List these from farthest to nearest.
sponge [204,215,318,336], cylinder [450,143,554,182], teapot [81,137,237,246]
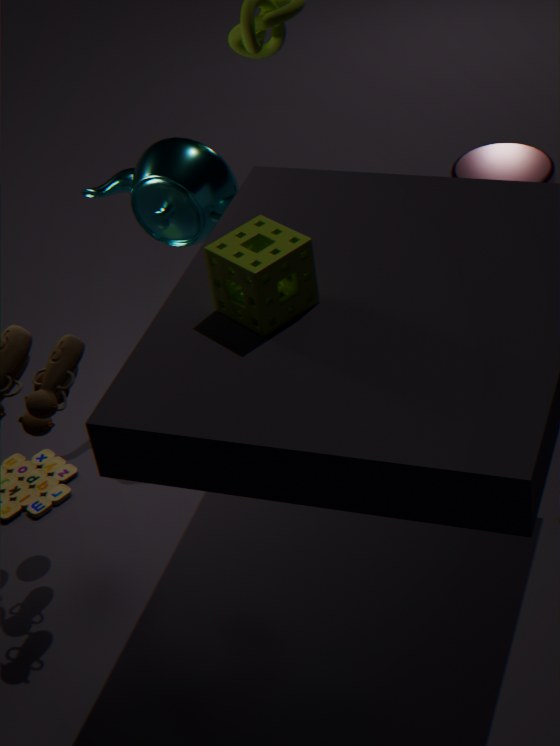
1. cylinder [450,143,554,182]
2. teapot [81,137,237,246]
3. sponge [204,215,318,336]
